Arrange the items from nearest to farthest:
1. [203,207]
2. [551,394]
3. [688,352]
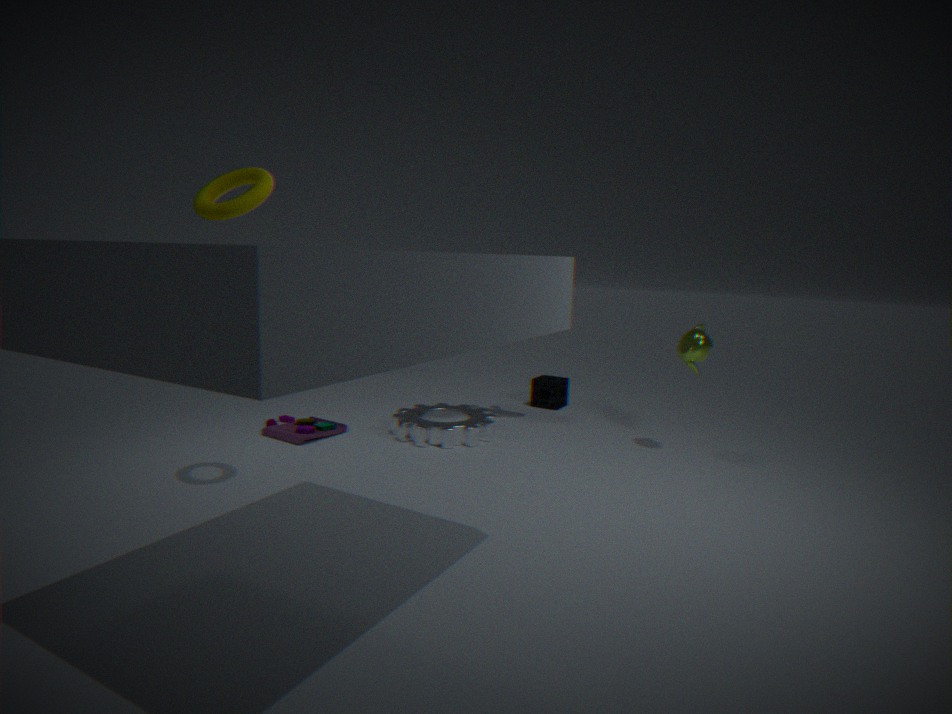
[203,207], [688,352], [551,394]
